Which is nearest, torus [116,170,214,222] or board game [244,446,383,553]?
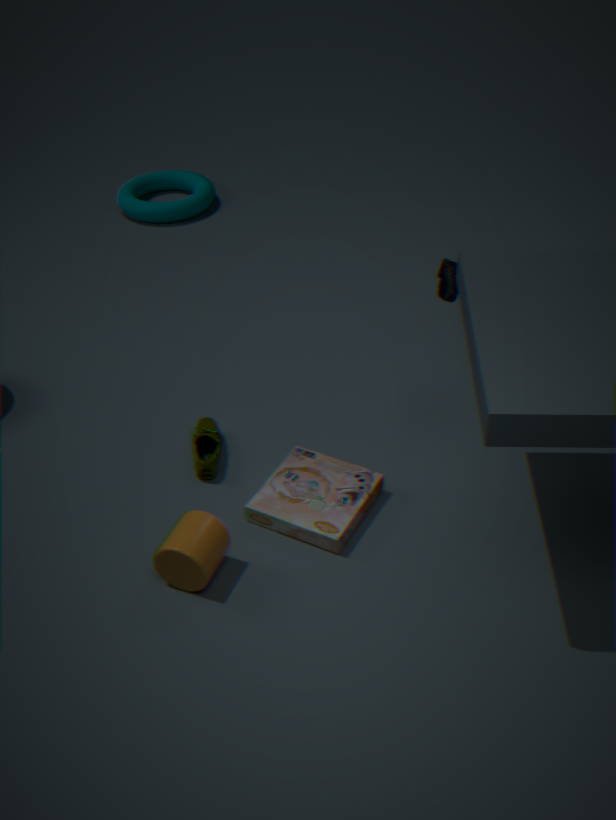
board game [244,446,383,553]
